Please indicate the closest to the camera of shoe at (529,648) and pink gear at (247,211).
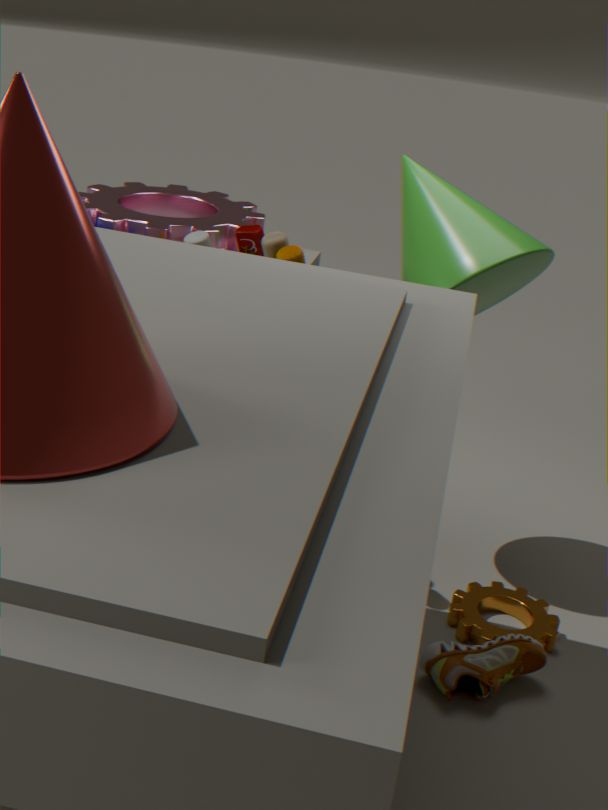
shoe at (529,648)
